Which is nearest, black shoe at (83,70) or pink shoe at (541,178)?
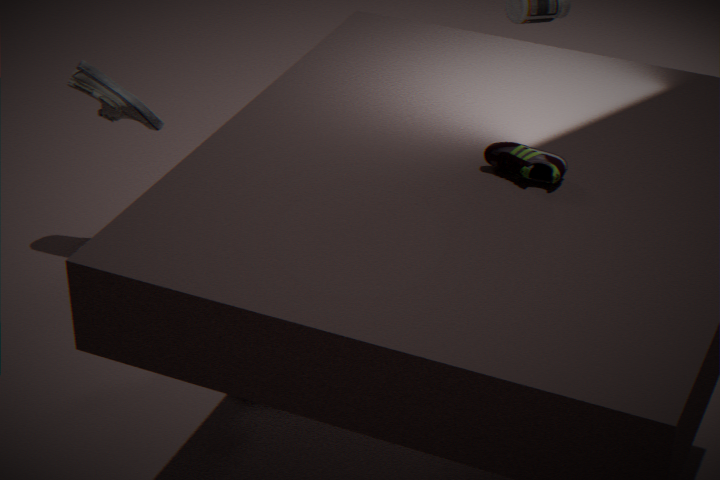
pink shoe at (541,178)
